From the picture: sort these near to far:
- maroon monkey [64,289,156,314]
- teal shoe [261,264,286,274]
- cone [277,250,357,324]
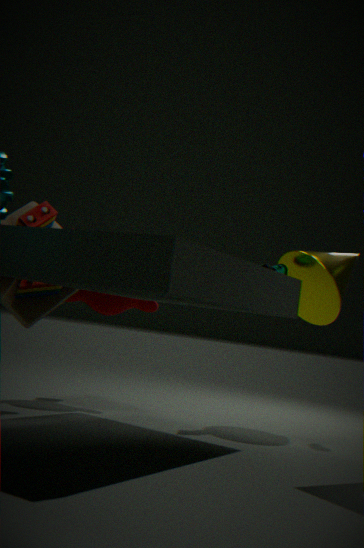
cone [277,250,357,324], teal shoe [261,264,286,274], maroon monkey [64,289,156,314]
